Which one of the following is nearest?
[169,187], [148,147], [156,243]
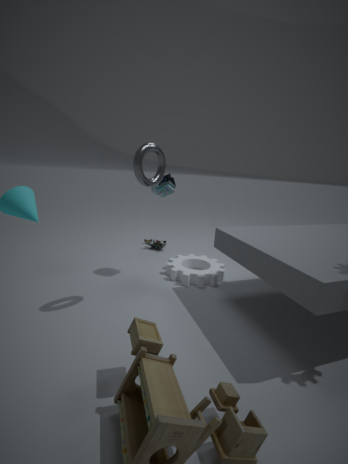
[148,147]
